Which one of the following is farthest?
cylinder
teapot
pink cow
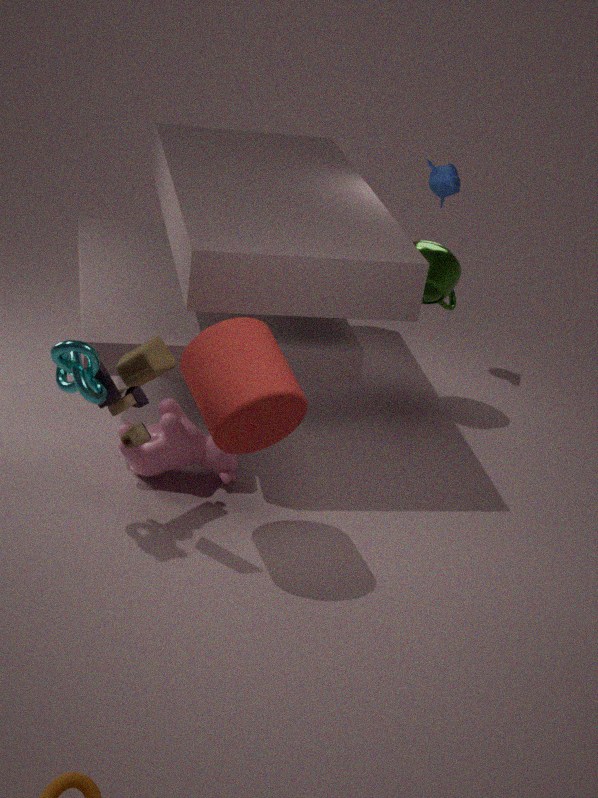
teapot
